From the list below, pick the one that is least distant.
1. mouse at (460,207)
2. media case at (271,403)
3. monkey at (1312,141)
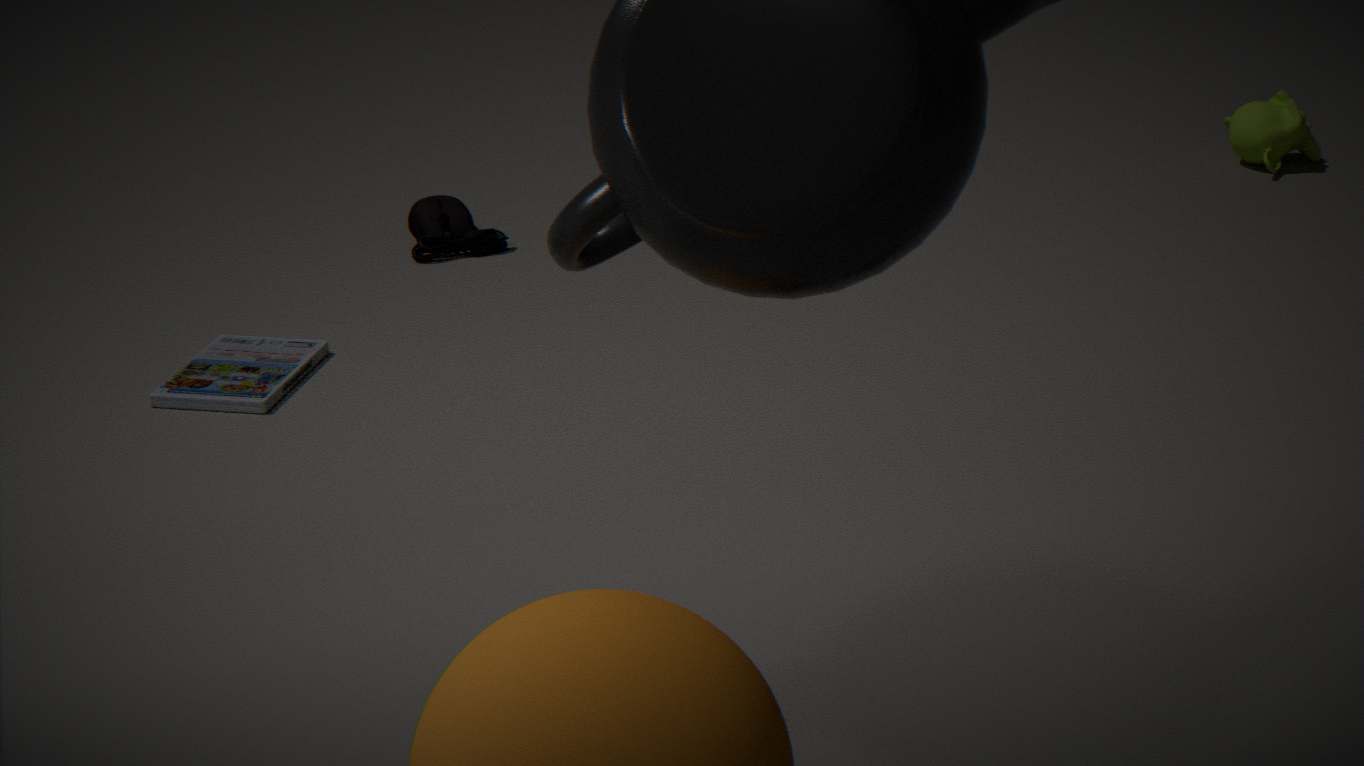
media case at (271,403)
